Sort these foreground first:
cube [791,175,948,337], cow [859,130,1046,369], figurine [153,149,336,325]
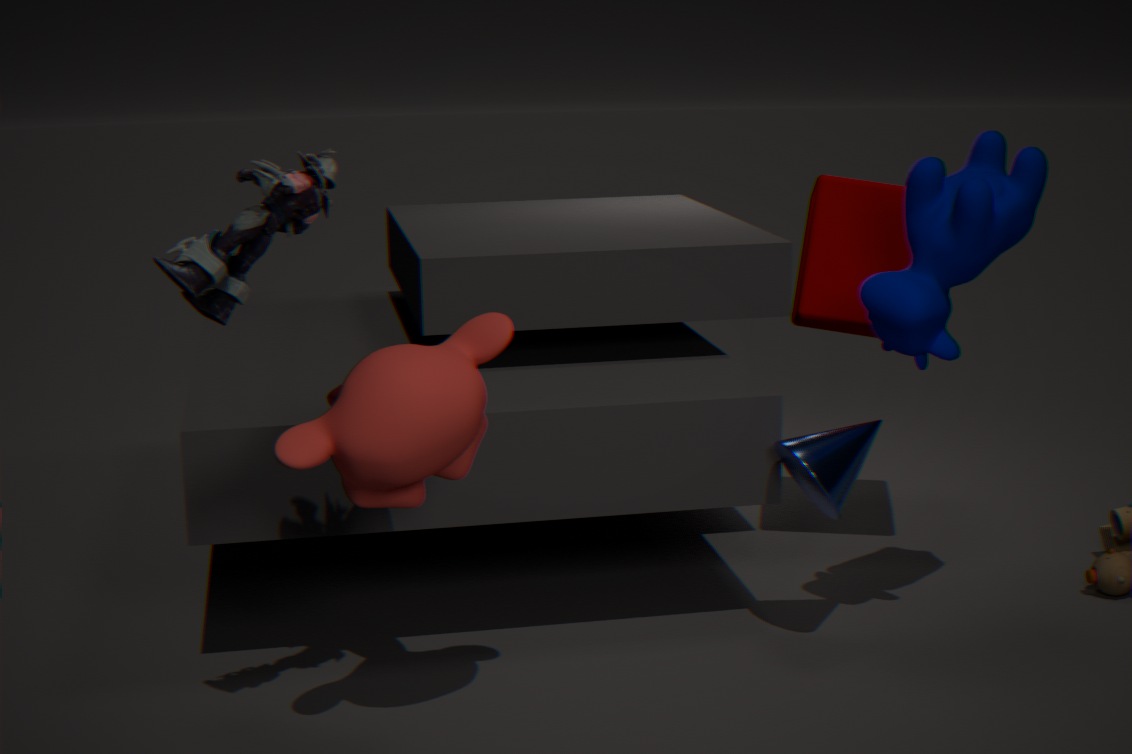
figurine [153,149,336,325] < cow [859,130,1046,369] < cube [791,175,948,337]
